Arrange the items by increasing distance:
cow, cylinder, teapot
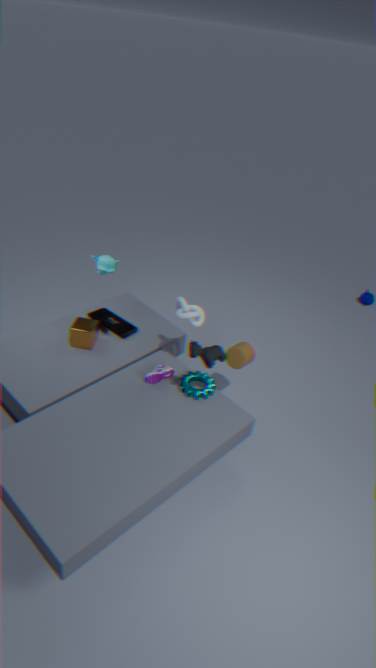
cow → cylinder → teapot
